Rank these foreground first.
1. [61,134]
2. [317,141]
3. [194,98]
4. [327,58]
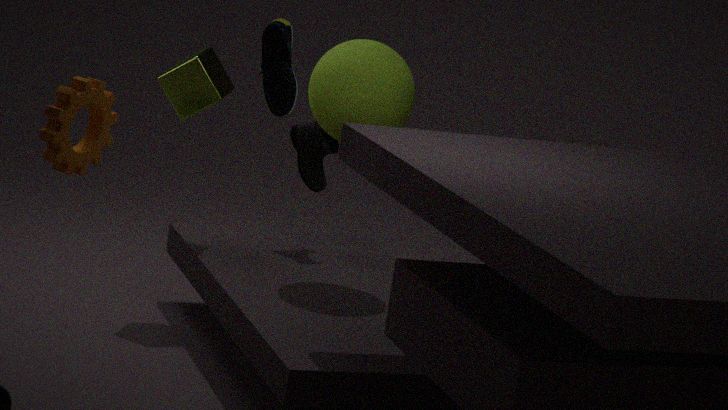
[61,134] → [327,58] → [194,98] → [317,141]
